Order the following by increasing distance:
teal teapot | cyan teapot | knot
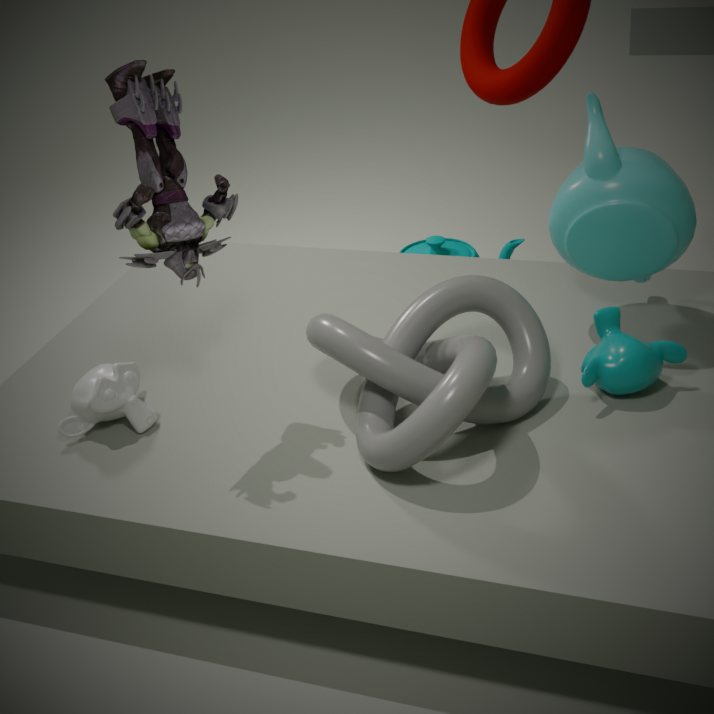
knot < cyan teapot < teal teapot
